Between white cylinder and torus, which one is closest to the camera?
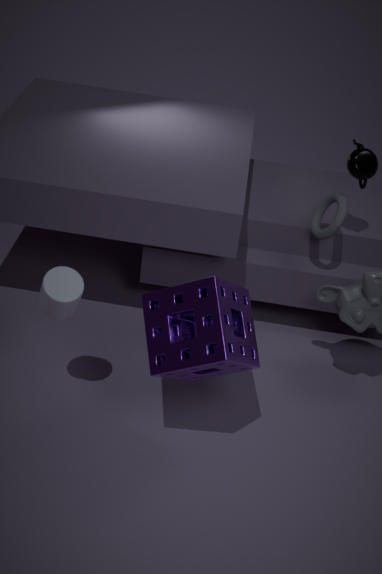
white cylinder
